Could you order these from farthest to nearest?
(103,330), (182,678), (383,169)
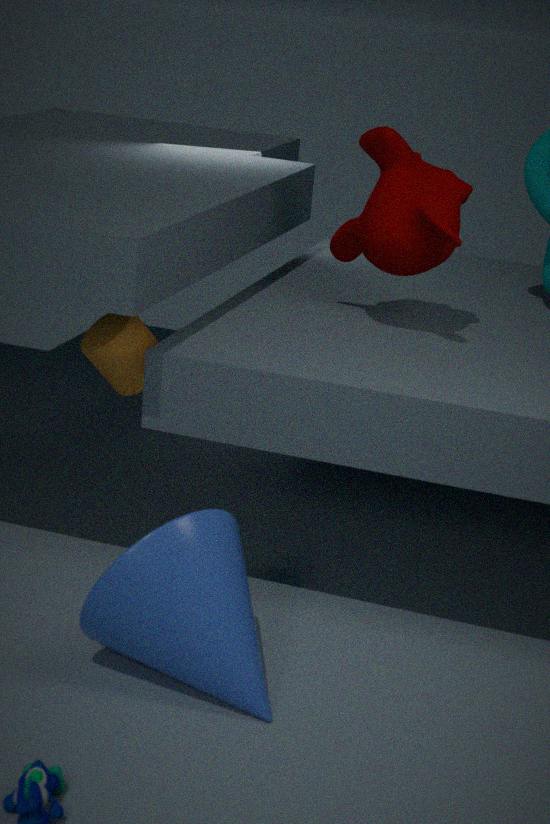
(103,330) → (383,169) → (182,678)
